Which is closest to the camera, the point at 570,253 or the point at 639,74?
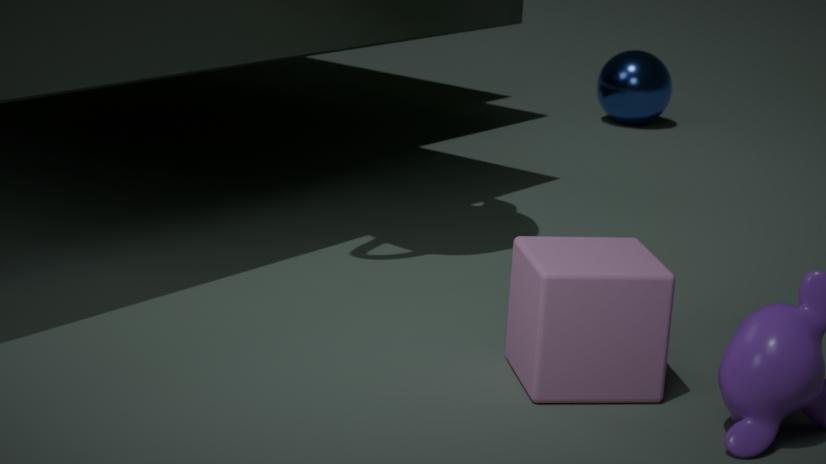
the point at 570,253
